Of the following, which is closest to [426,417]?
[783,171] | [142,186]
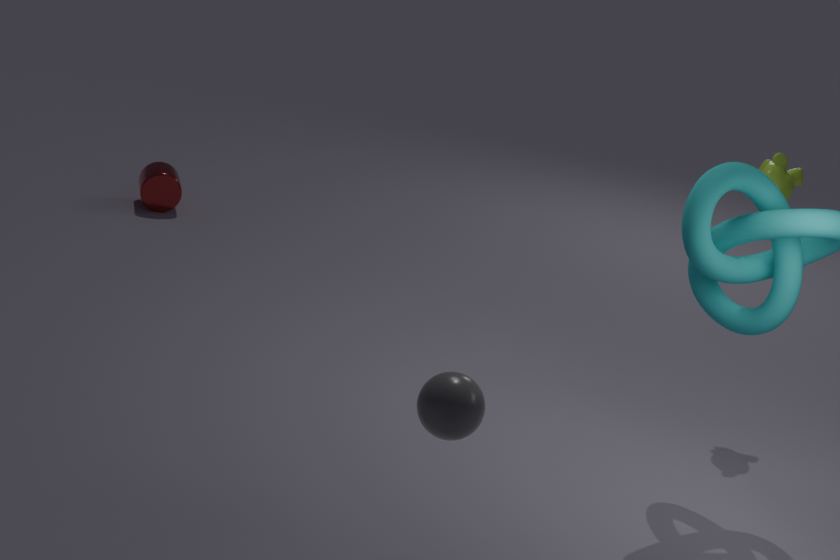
[783,171]
